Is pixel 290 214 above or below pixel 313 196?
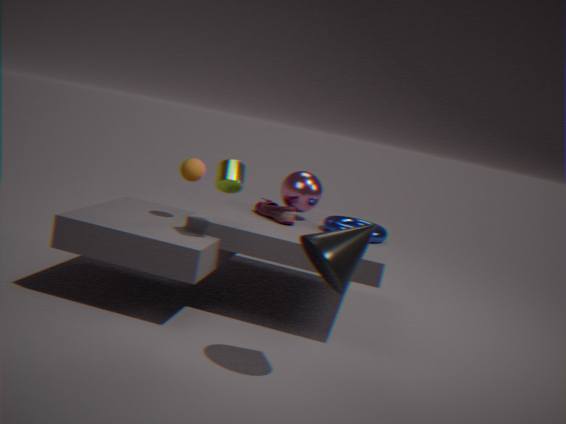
below
